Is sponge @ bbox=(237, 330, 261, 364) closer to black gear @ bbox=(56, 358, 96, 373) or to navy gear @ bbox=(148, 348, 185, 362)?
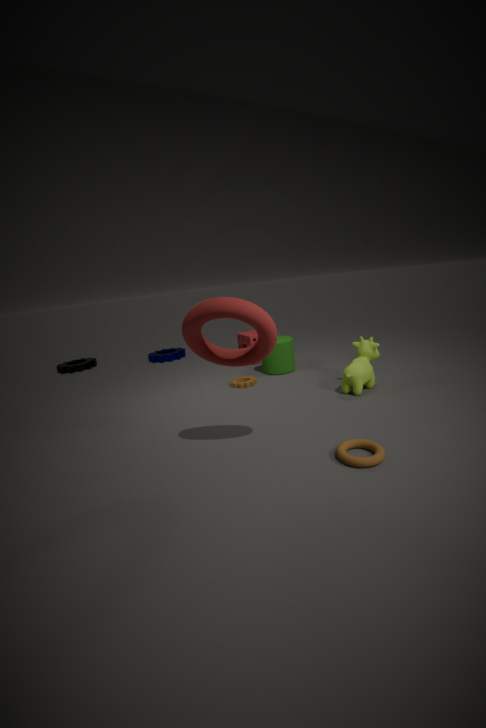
navy gear @ bbox=(148, 348, 185, 362)
